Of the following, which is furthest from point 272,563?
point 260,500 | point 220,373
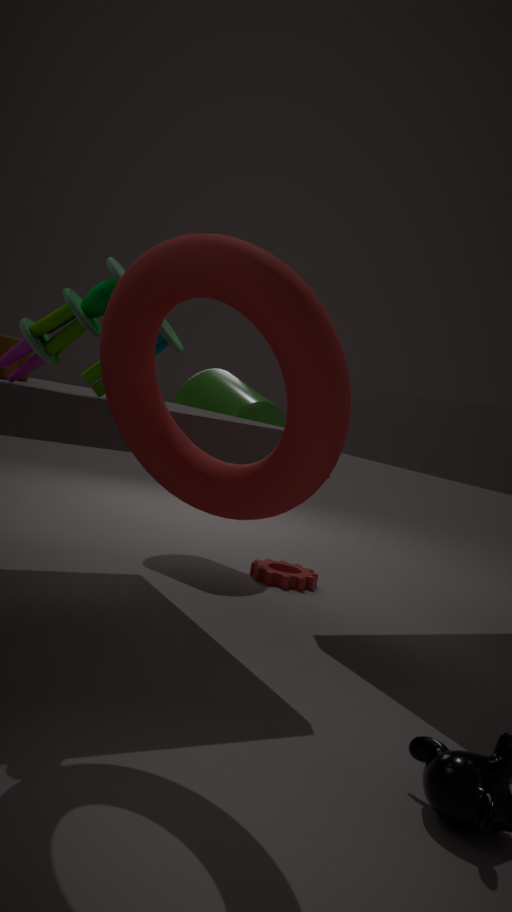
point 260,500
